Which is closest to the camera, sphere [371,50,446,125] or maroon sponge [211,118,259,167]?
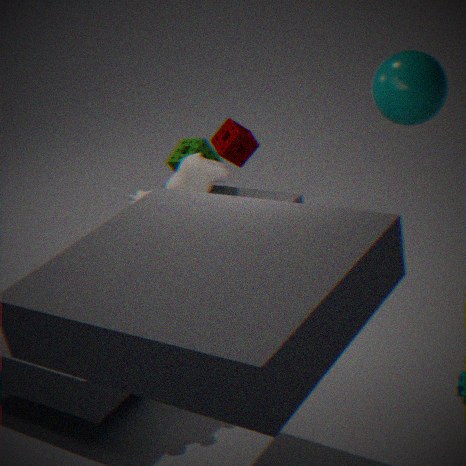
sphere [371,50,446,125]
